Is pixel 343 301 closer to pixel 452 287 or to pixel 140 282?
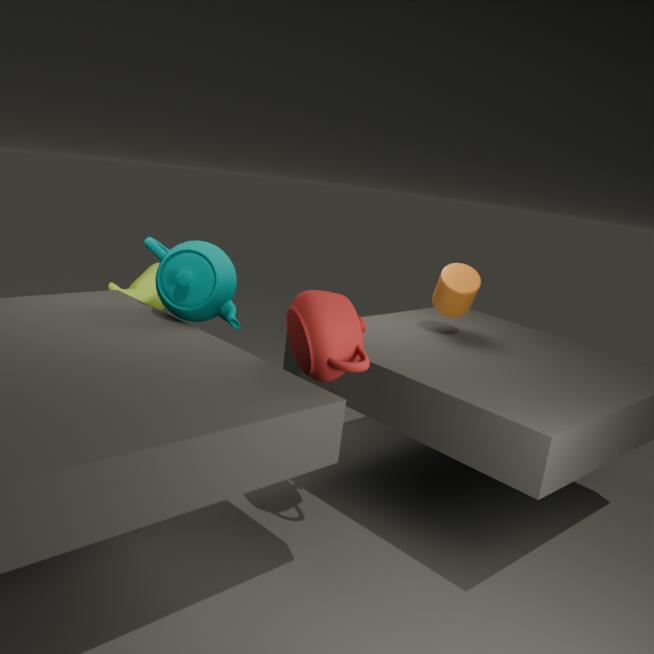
pixel 452 287
